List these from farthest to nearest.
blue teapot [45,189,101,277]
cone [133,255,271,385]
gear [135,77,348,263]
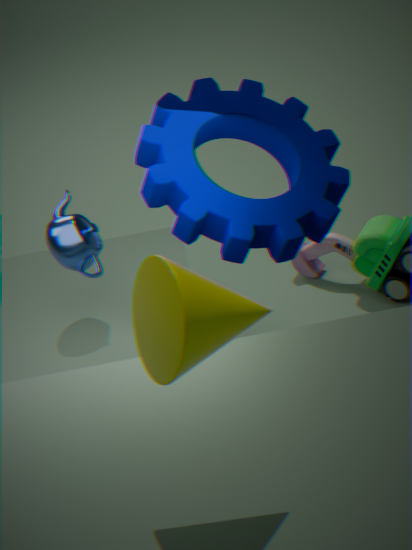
blue teapot [45,189,101,277], gear [135,77,348,263], cone [133,255,271,385]
